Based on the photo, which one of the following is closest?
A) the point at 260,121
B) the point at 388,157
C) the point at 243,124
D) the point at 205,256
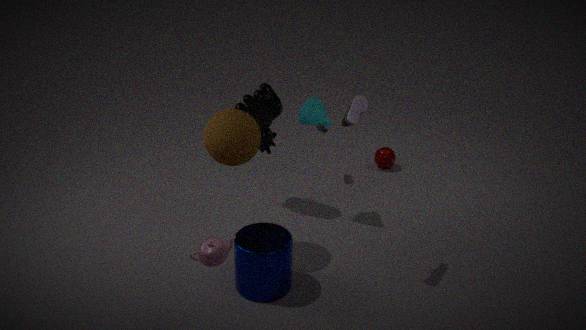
the point at 205,256
